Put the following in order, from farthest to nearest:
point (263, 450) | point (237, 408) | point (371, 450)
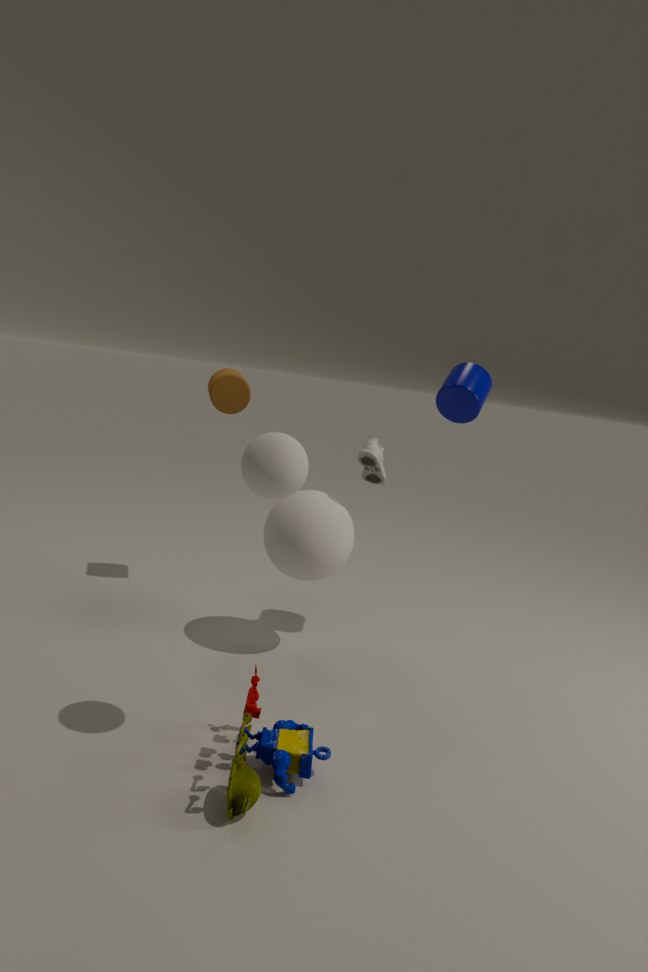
point (237, 408)
point (371, 450)
point (263, 450)
